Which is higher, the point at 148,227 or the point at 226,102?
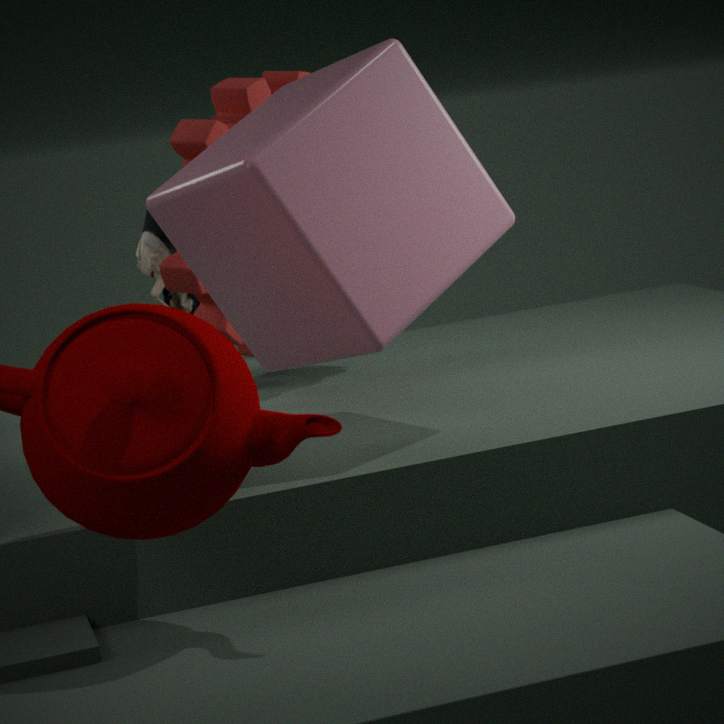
the point at 226,102
